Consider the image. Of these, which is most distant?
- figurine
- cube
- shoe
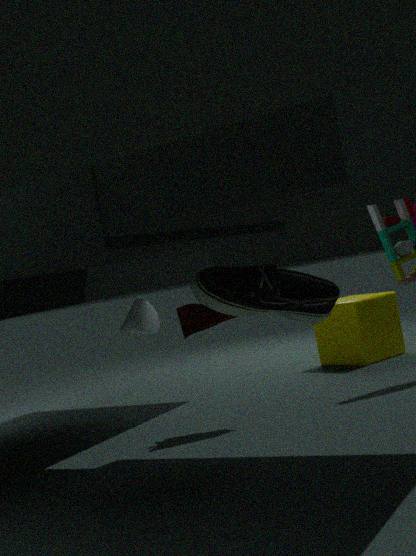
cube
